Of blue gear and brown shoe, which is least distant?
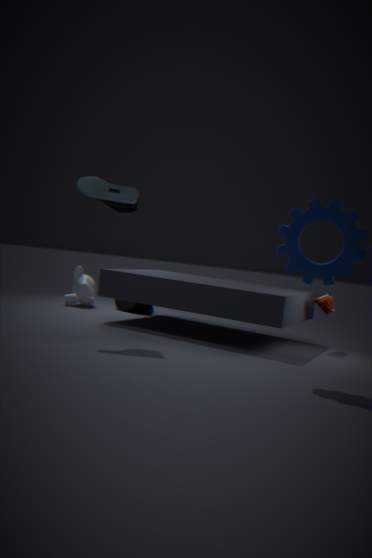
blue gear
